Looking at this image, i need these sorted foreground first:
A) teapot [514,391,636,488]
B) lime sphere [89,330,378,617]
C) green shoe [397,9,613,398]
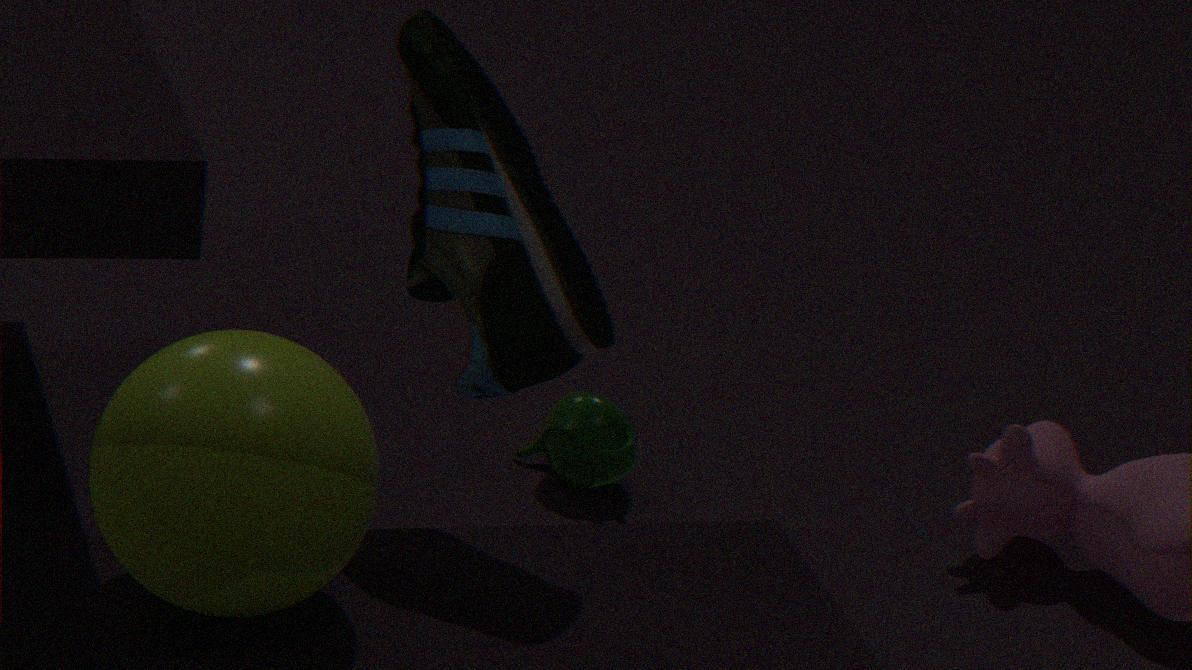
lime sphere [89,330,378,617] → green shoe [397,9,613,398] → teapot [514,391,636,488]
